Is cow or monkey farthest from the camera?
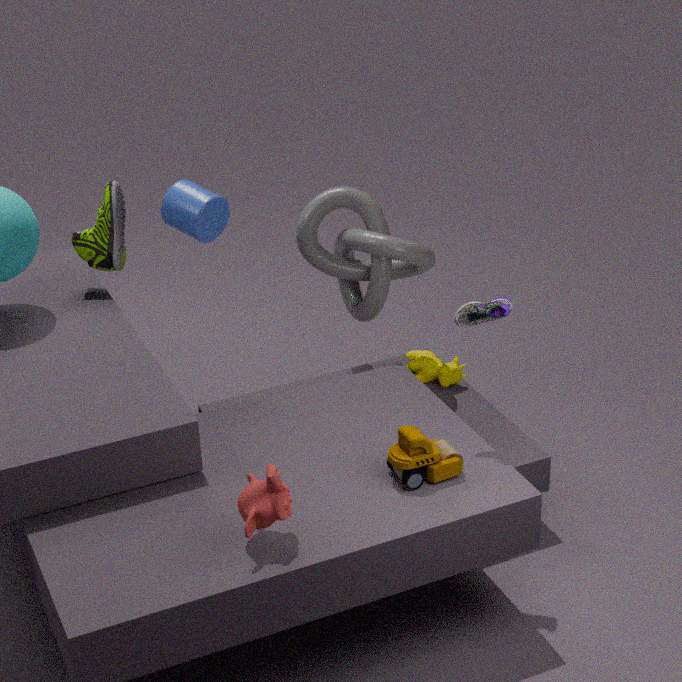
cow
